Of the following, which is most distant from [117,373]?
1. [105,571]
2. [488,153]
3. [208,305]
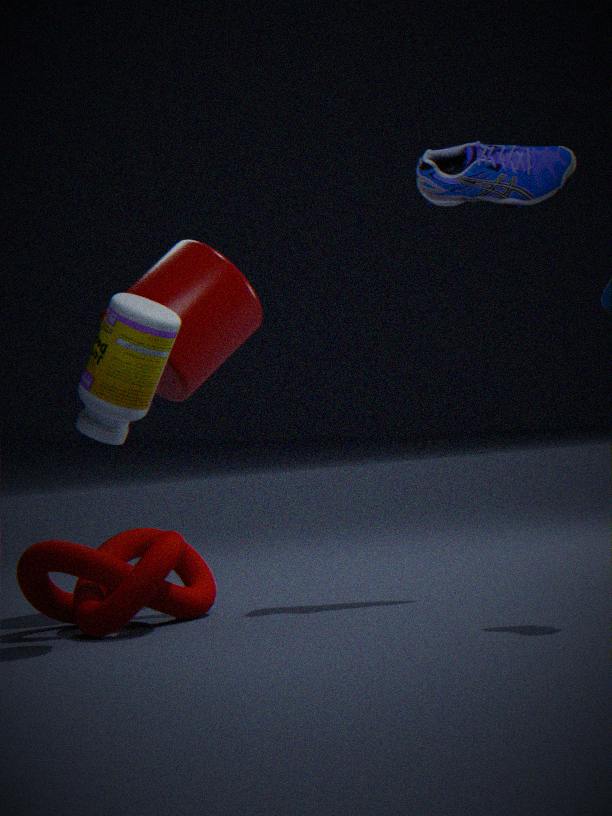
[488,153]
